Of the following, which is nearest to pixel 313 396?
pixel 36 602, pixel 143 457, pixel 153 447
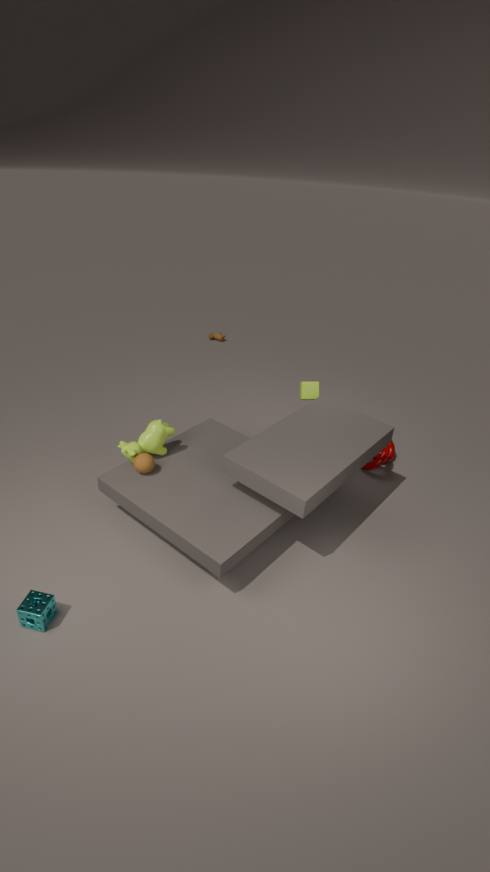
pixel 153 447
